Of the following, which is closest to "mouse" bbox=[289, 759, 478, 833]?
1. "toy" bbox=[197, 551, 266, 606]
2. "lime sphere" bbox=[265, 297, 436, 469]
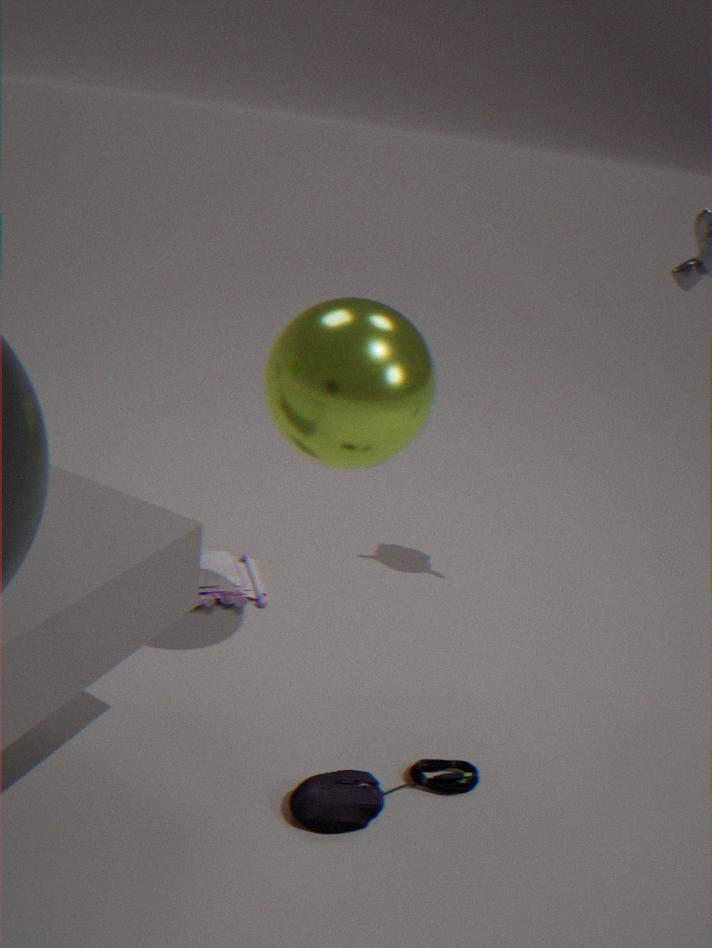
"lime sphere" bbox=[265, 297, 436, 469]
